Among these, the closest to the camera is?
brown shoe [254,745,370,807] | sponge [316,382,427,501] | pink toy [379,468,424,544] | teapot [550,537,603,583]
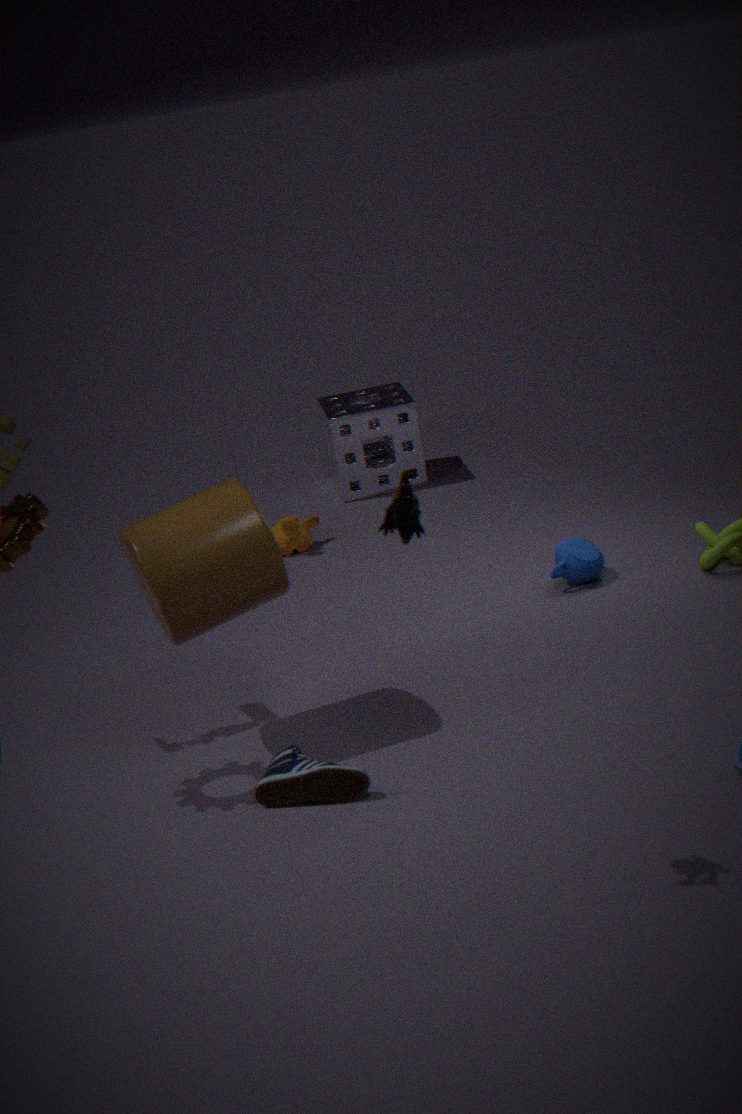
pink toy [379,468,424,544]
